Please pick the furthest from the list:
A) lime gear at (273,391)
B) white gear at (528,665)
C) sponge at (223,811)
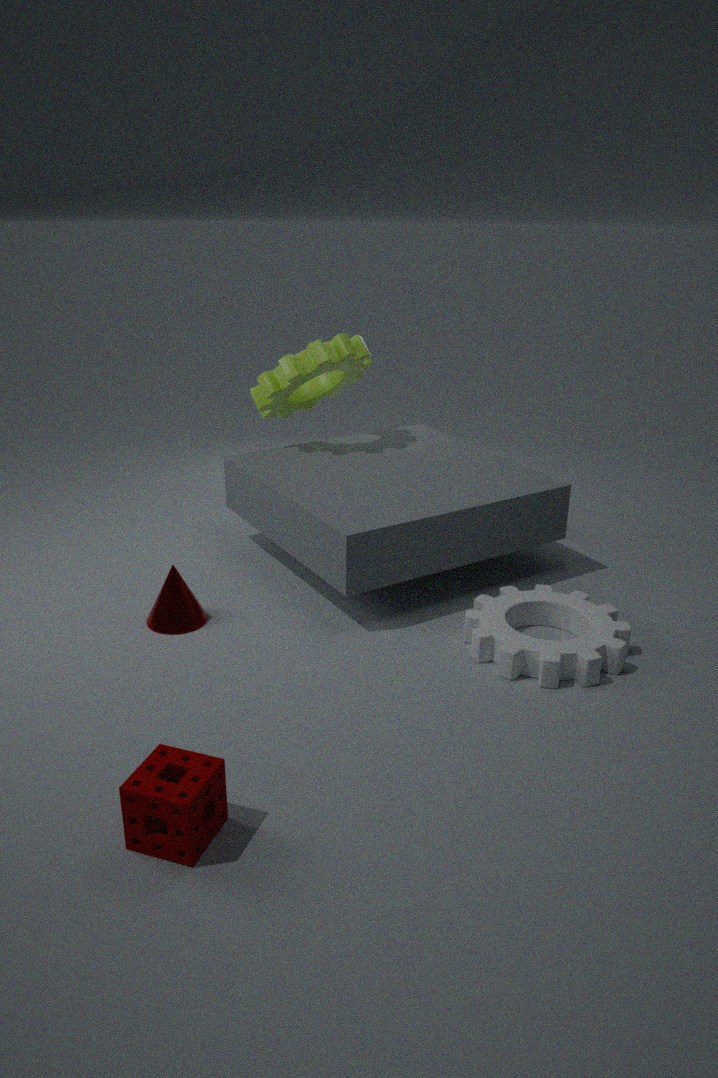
lime gear at (273,391)
